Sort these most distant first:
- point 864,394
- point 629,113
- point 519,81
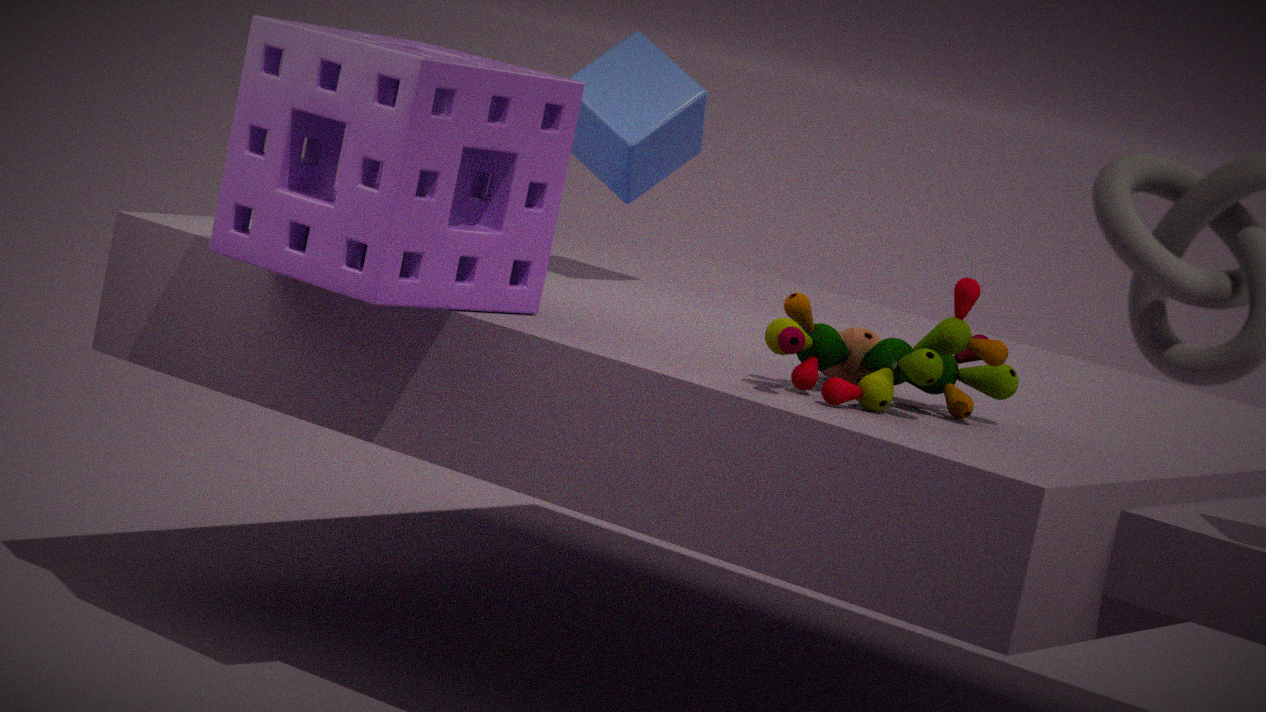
point 629,113 < point 519,81 < point 864,394
